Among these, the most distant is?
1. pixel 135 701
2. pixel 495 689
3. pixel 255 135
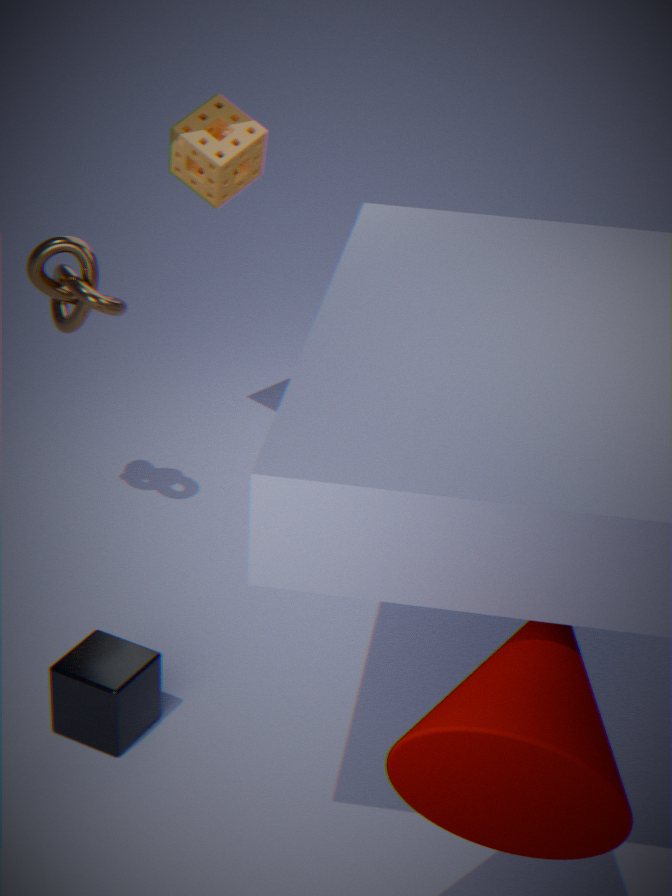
pixel 255 135
